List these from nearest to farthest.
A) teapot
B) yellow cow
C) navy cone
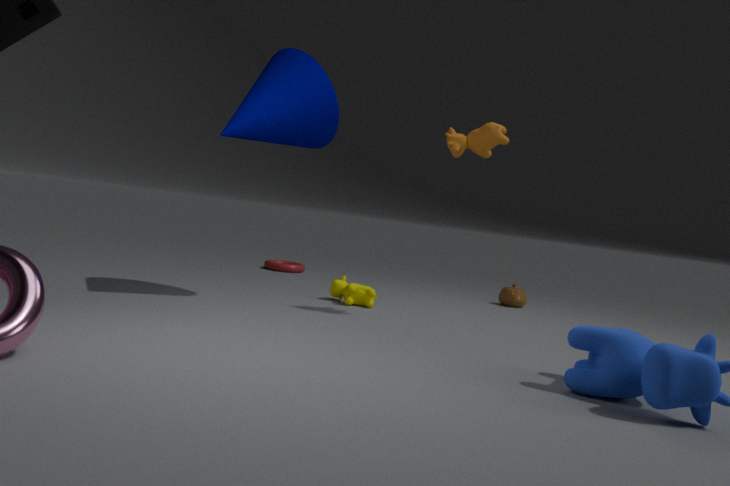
C. navy cone < B. yellow cow < A. teapot
